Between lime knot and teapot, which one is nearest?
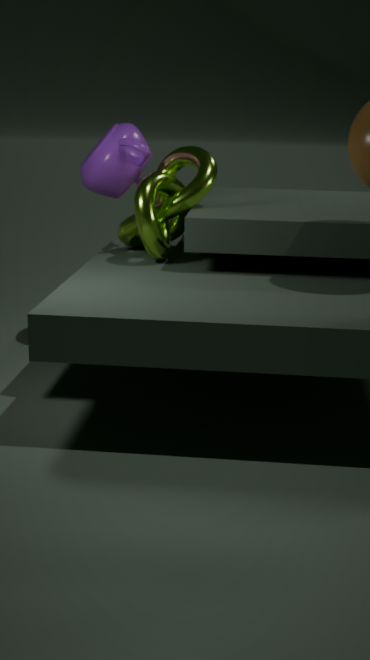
lime knot
